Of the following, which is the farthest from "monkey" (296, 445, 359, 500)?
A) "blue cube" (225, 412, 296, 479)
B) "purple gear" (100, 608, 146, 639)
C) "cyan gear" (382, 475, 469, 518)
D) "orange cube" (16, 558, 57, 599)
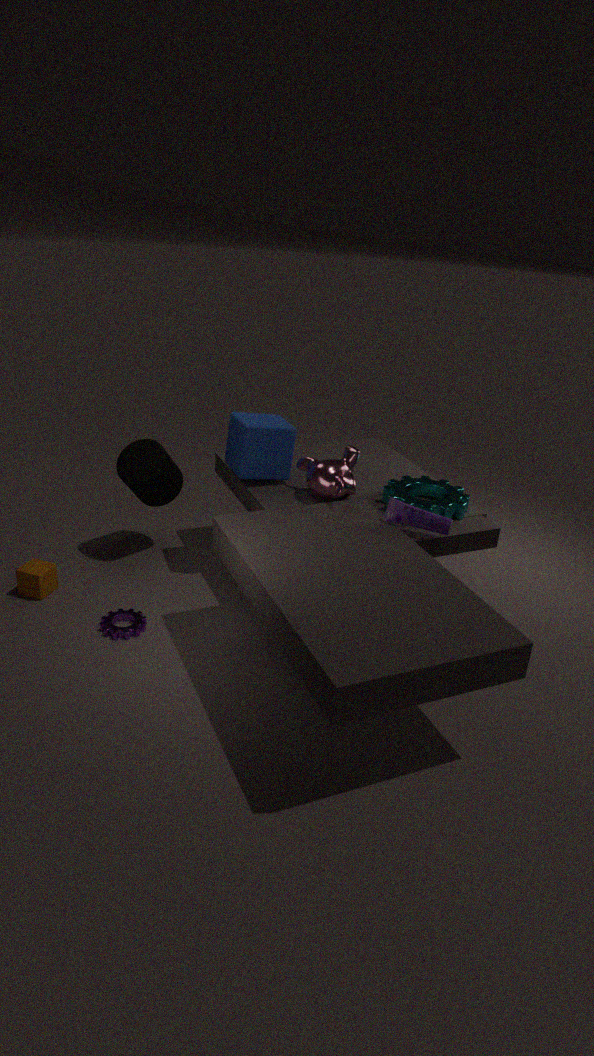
"orange cube" (16, 558, 57, 599)
